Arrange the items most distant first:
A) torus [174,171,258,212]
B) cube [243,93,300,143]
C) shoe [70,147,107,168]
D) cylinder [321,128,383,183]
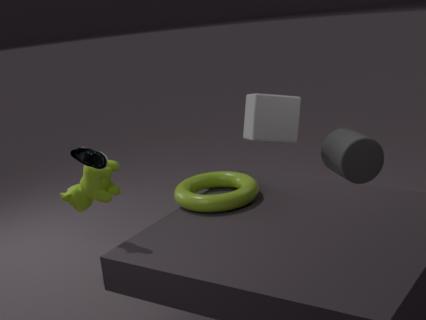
1. cube [243,93,300,143]
2. cylinder [321,128,383,183]
3. torus [174,171,258,212]
4. shoe [70,147,107,168]
